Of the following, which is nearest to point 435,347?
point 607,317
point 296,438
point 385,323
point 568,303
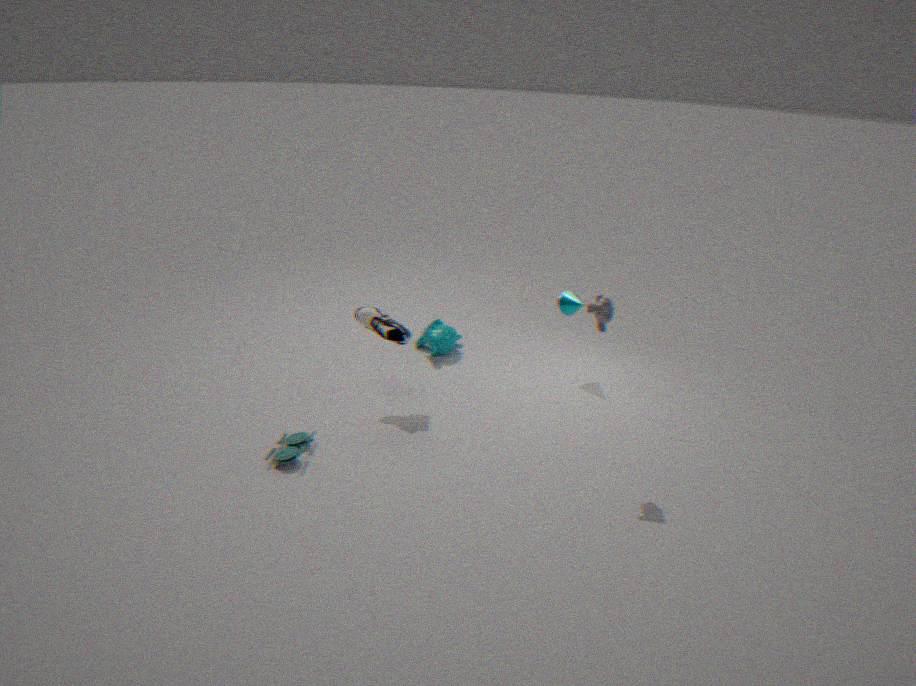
point 385,323
